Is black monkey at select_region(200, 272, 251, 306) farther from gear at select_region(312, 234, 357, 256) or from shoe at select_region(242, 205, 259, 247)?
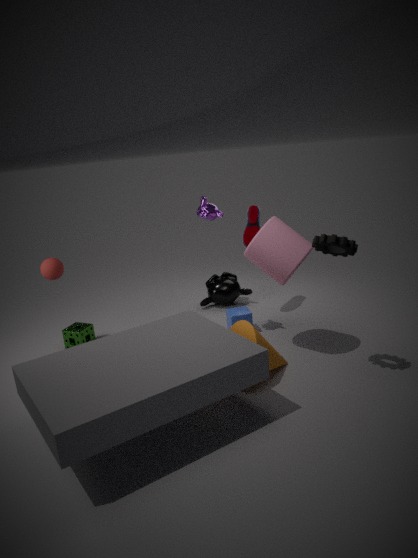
gear at select_region(312, 234, 357, 256)
